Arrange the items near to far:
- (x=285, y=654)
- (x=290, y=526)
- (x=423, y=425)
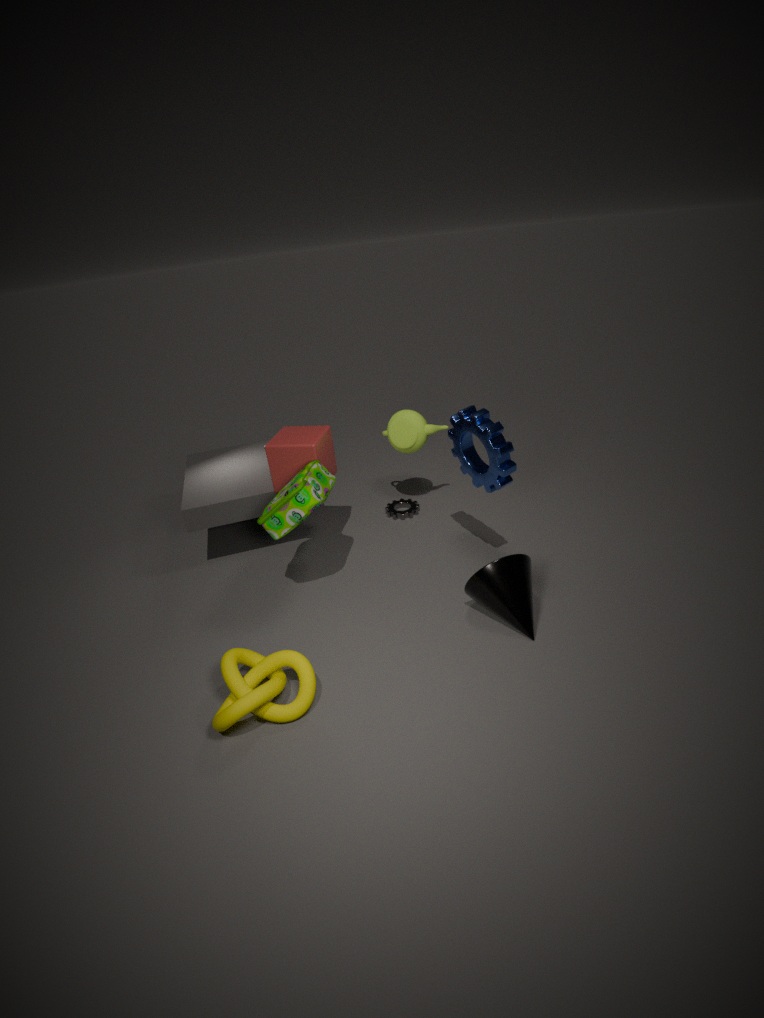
(x=285, y=654)
(x=290, y=526)
(x=423, y=425)
